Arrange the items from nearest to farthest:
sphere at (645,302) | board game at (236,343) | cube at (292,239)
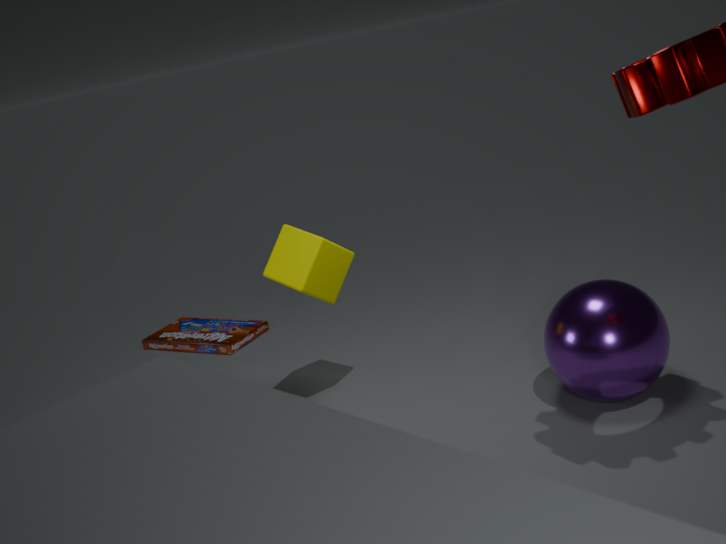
sphere at (645,302)
cube at (292,239)
board game at (236,343)
